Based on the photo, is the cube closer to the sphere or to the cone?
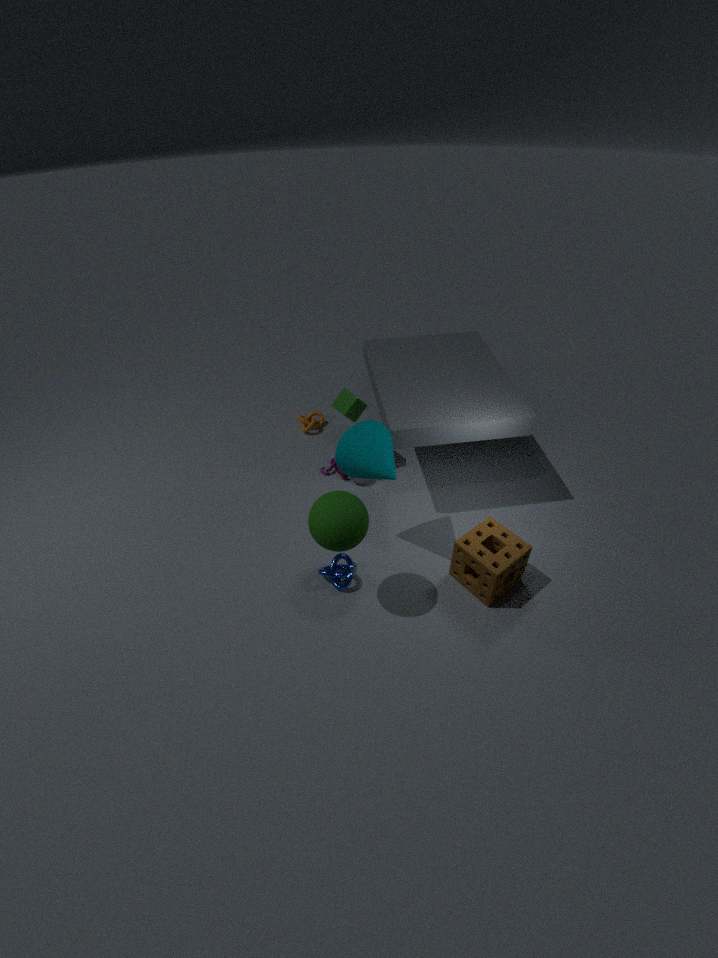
the cone
